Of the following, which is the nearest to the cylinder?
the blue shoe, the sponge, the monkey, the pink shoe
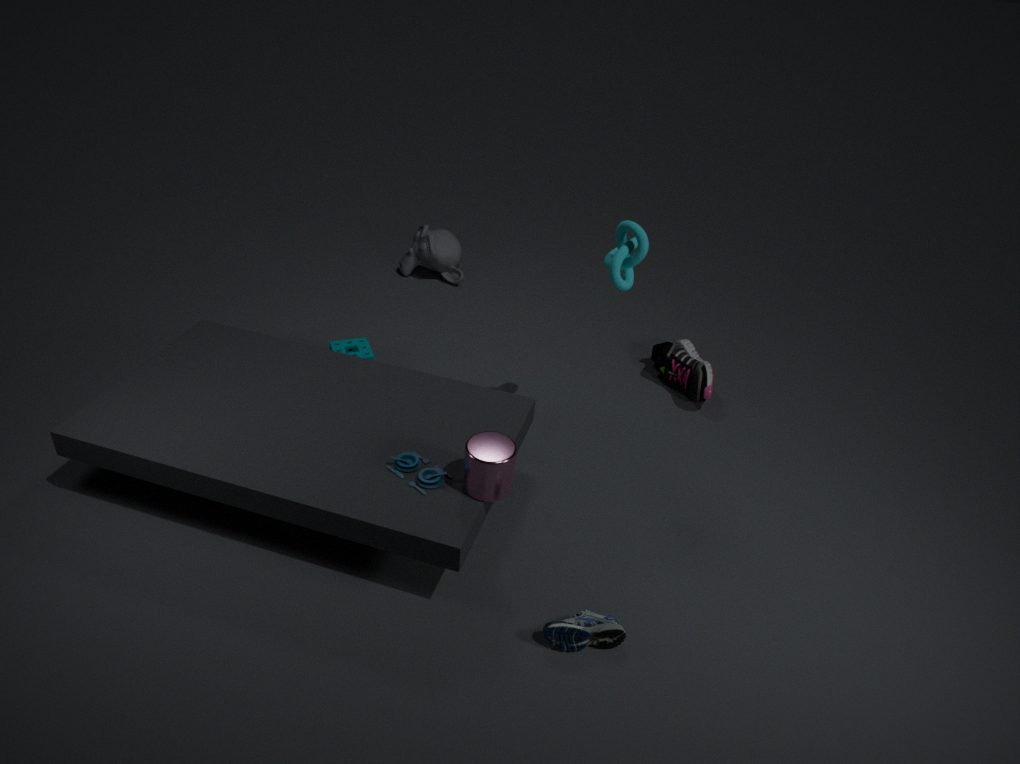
the blue shoe
